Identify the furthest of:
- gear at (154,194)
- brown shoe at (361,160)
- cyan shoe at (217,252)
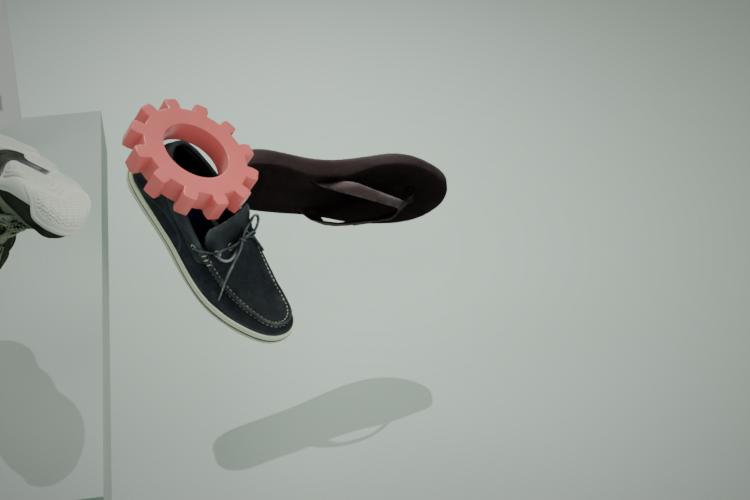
brown shoe at (361,160)
